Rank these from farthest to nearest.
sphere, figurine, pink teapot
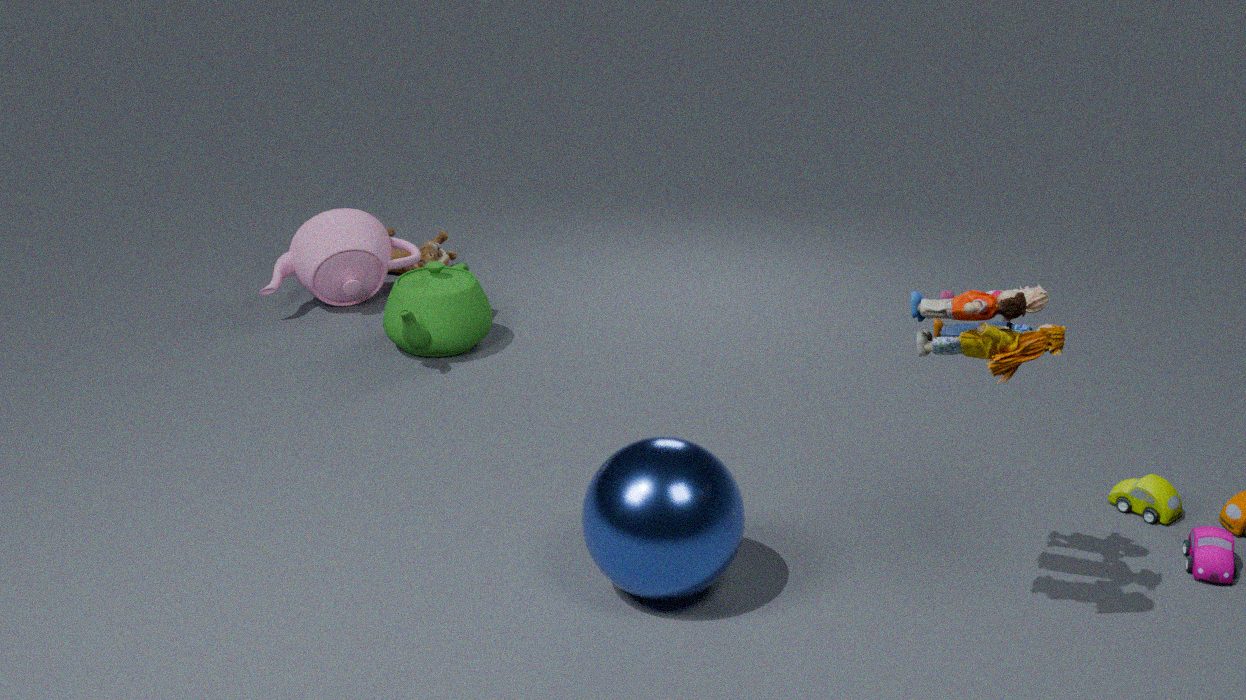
figurine < pink teapot < sphere
